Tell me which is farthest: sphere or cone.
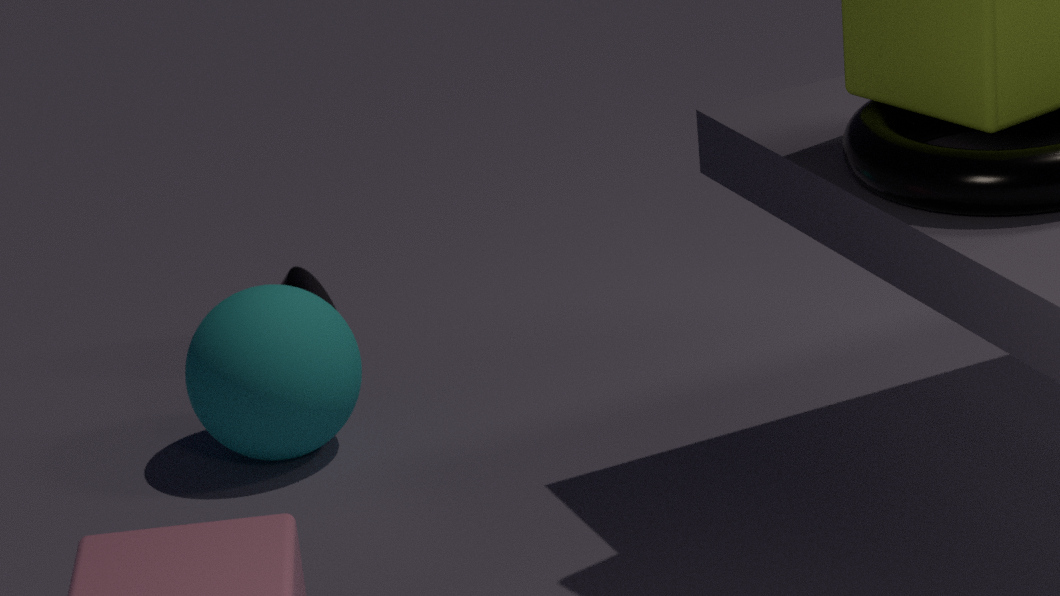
cone
